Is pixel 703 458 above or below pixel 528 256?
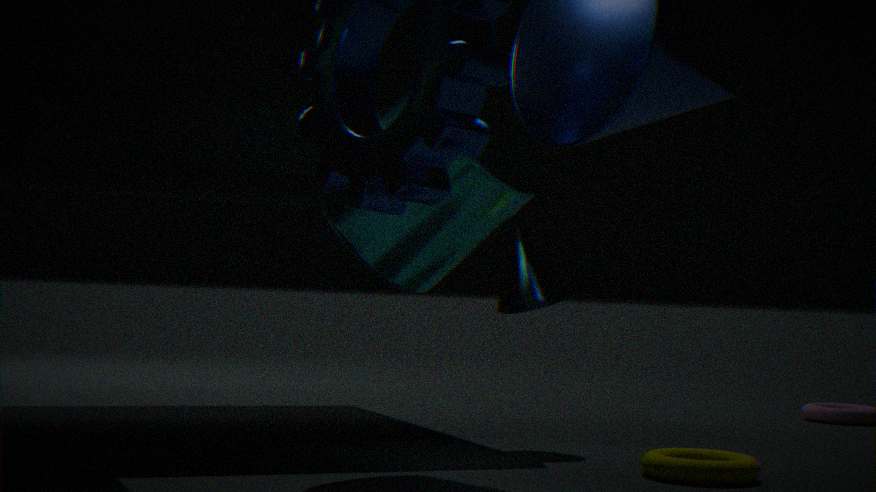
below
